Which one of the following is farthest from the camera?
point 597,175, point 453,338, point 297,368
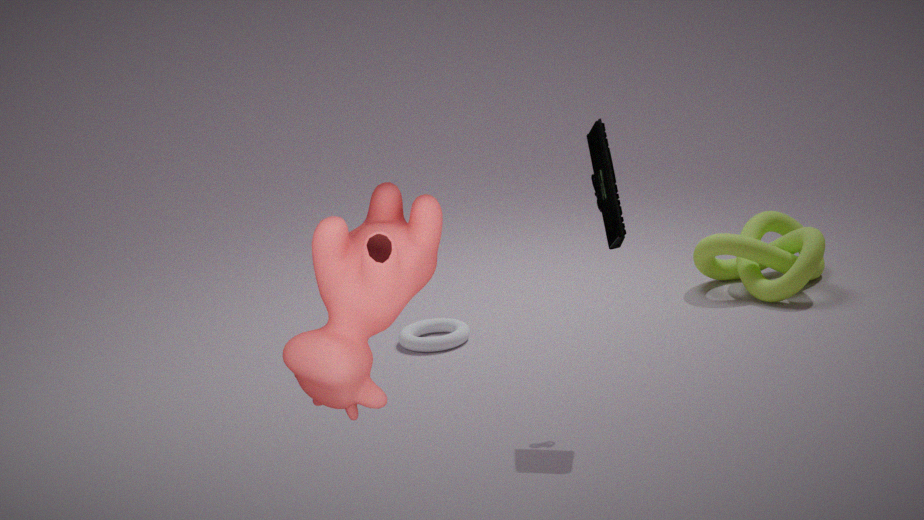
point 453,338
